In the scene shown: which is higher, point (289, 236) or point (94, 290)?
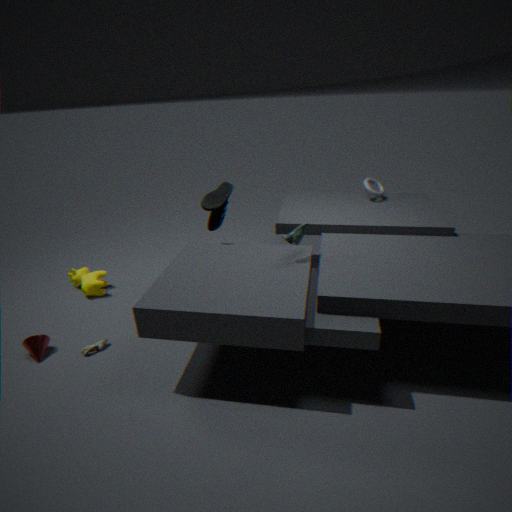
point (289, 236)
